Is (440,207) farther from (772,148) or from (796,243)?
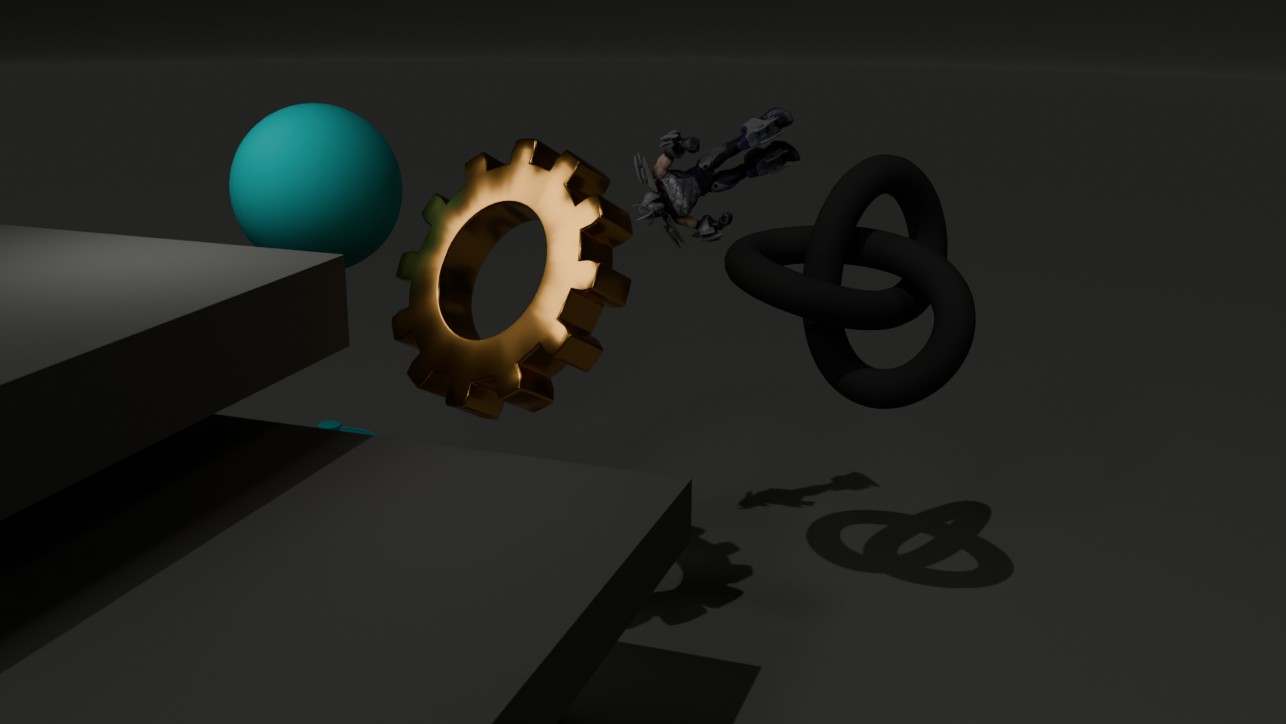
(796,243)
